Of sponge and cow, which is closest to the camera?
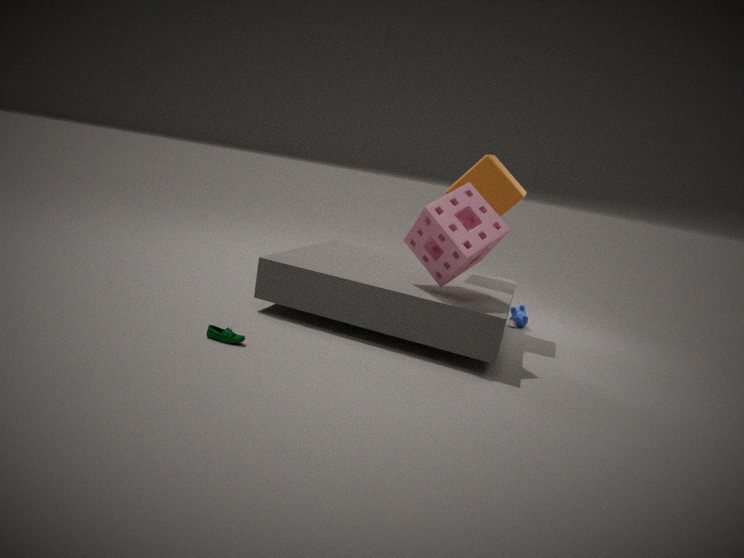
sponge
